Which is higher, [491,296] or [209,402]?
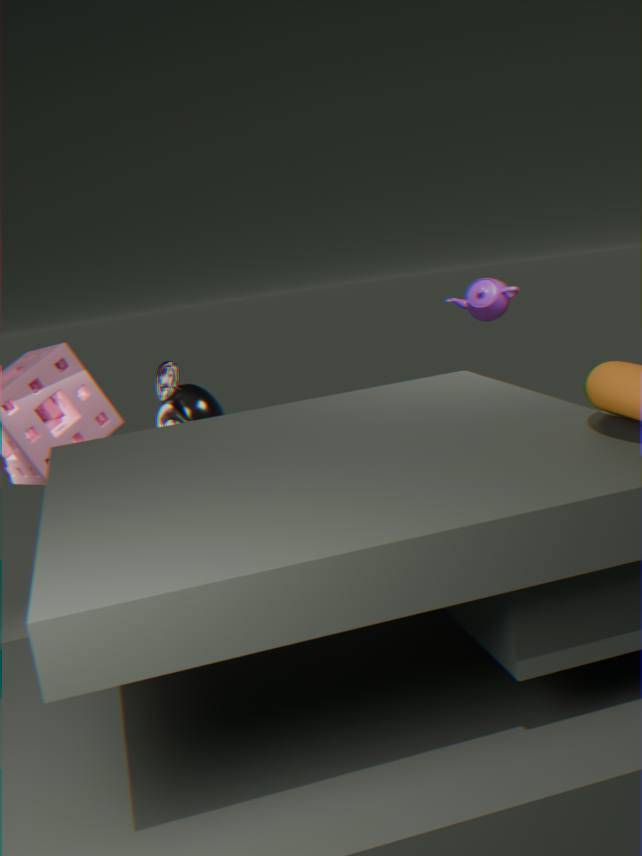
[491,296]
